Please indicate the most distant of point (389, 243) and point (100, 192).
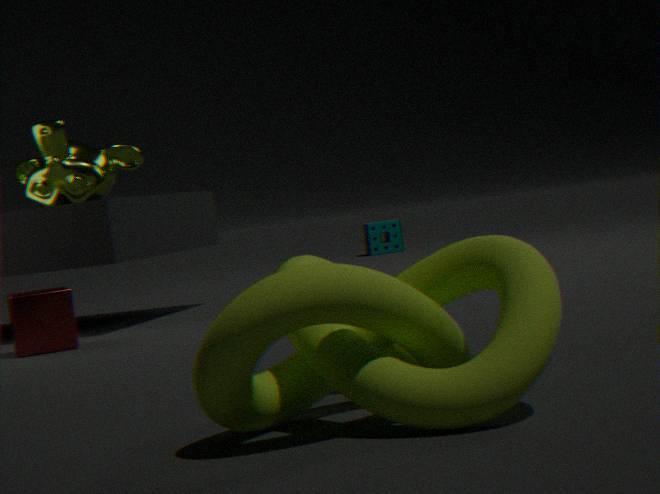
point (389, 243)
